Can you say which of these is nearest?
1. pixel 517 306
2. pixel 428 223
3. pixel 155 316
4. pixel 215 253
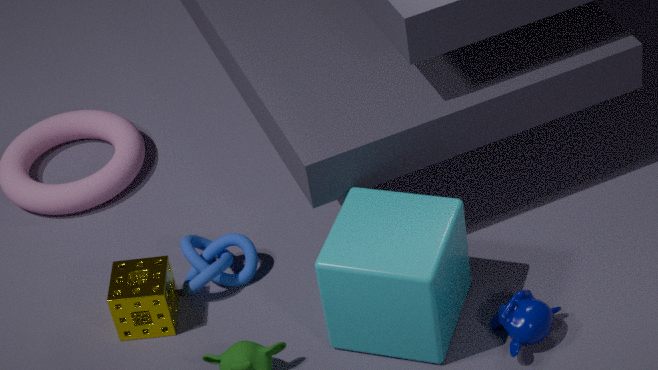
pixel 428 223
